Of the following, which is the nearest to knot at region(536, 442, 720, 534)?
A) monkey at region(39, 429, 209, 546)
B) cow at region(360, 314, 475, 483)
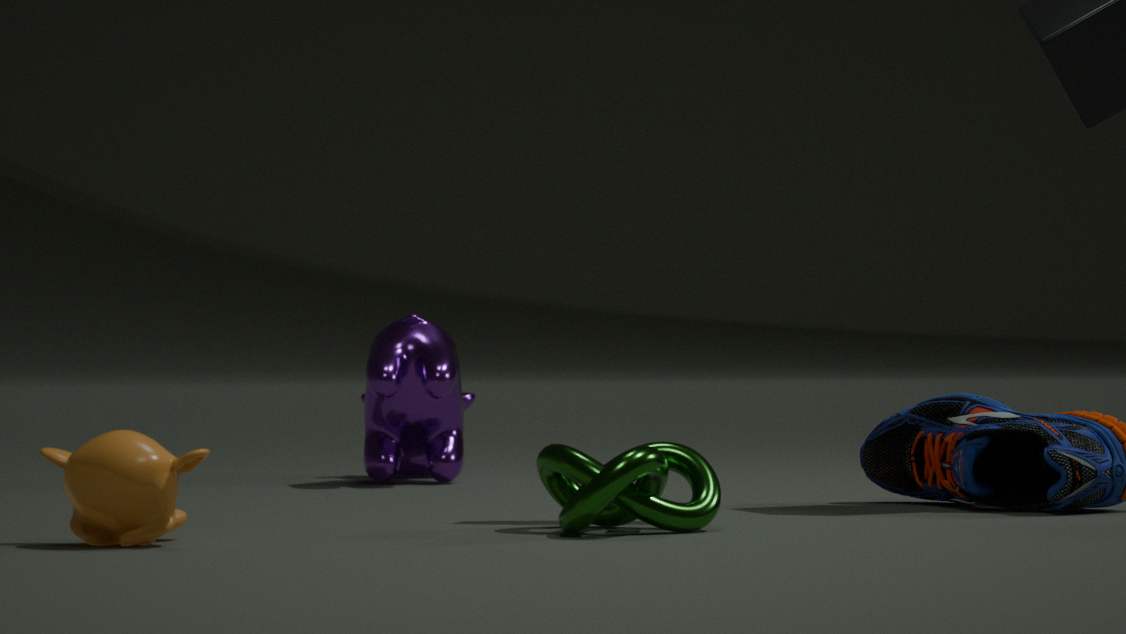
monkey at region(39, 429, 209, 546)
